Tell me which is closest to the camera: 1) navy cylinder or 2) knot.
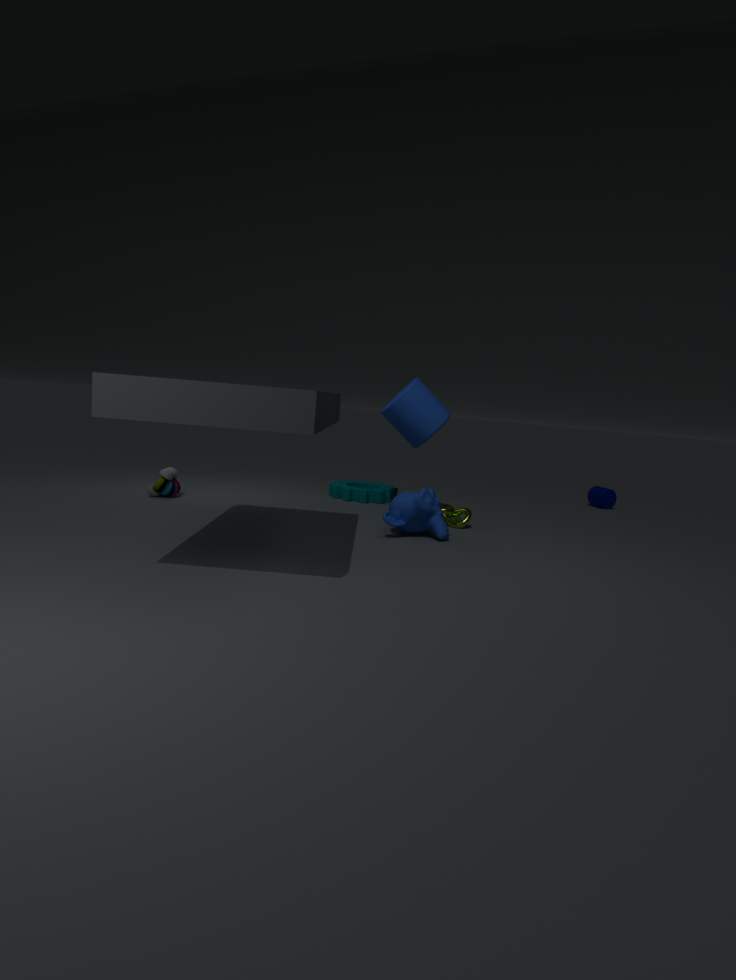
2. knot
